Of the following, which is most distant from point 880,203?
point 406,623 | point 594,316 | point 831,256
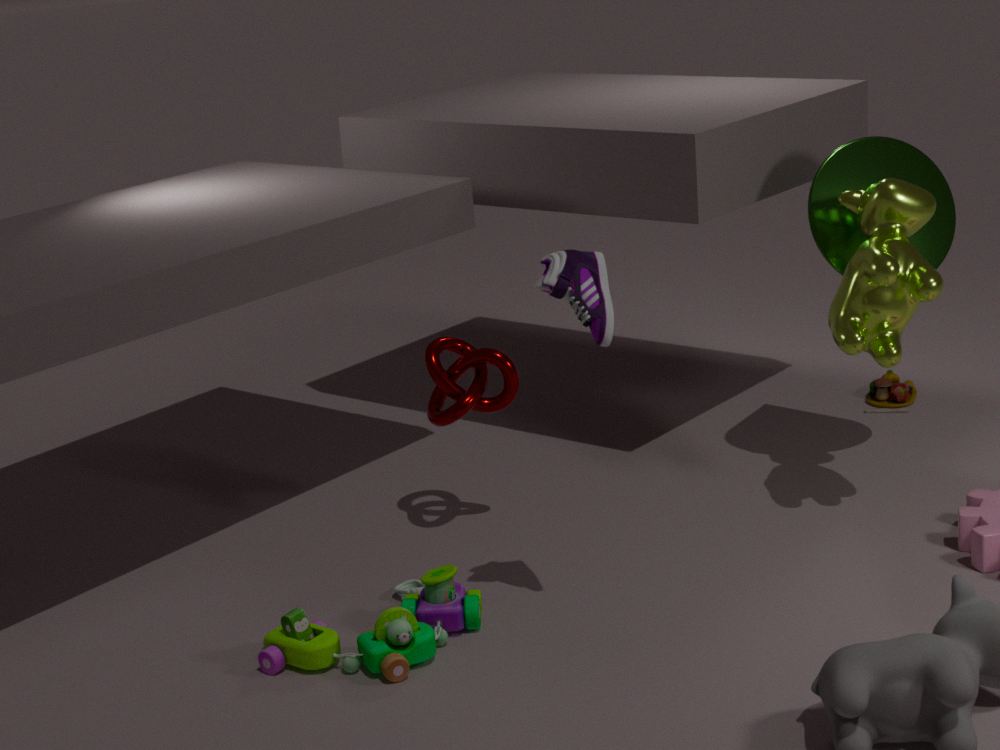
point 406,623
